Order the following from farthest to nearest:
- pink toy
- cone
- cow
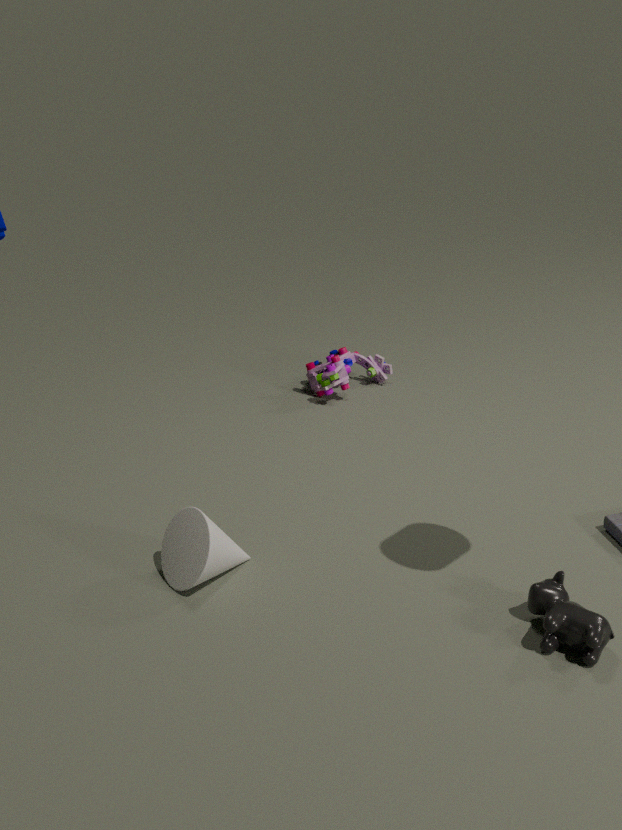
1. pink toy
2. cone
3. cow
